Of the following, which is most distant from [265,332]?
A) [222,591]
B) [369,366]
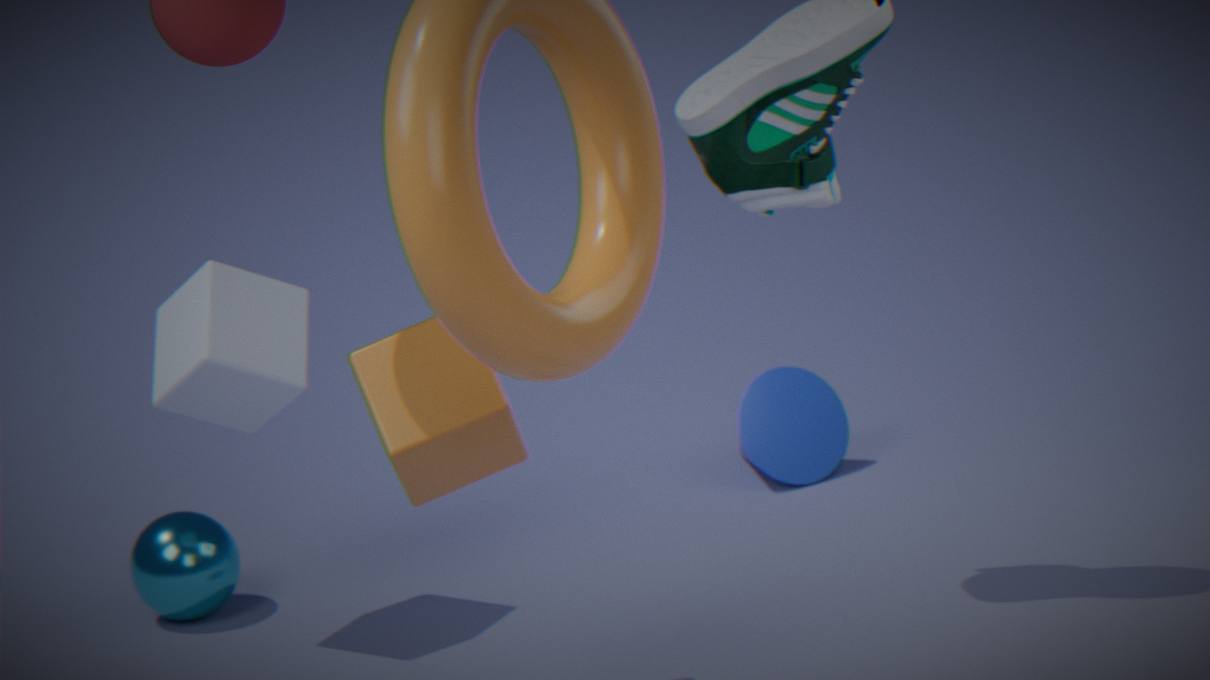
[369,366]
